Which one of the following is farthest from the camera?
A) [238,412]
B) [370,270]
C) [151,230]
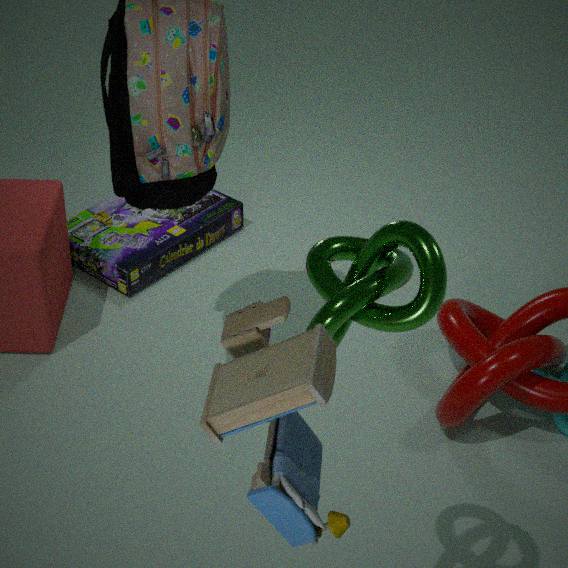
C. [151,230]
